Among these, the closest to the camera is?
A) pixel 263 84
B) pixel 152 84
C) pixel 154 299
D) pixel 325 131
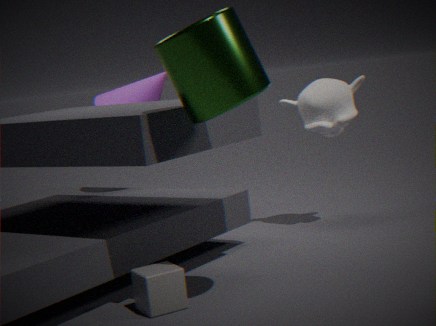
A. pixel 263 84
